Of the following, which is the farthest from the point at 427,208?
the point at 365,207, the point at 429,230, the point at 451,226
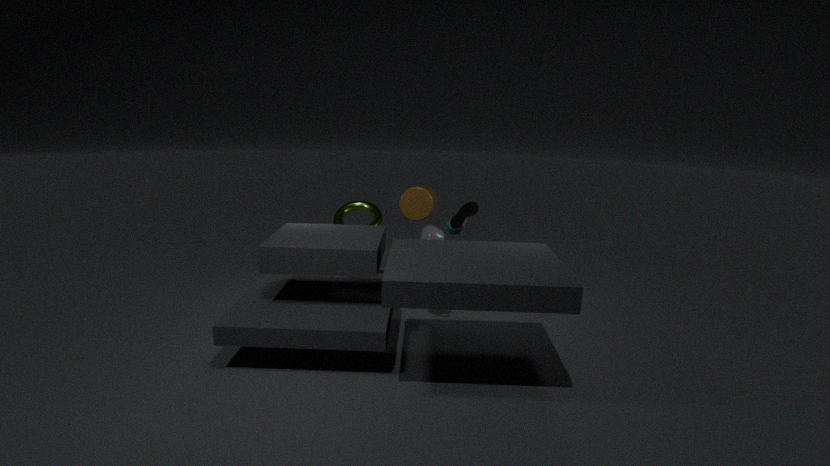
the point at 429,230
